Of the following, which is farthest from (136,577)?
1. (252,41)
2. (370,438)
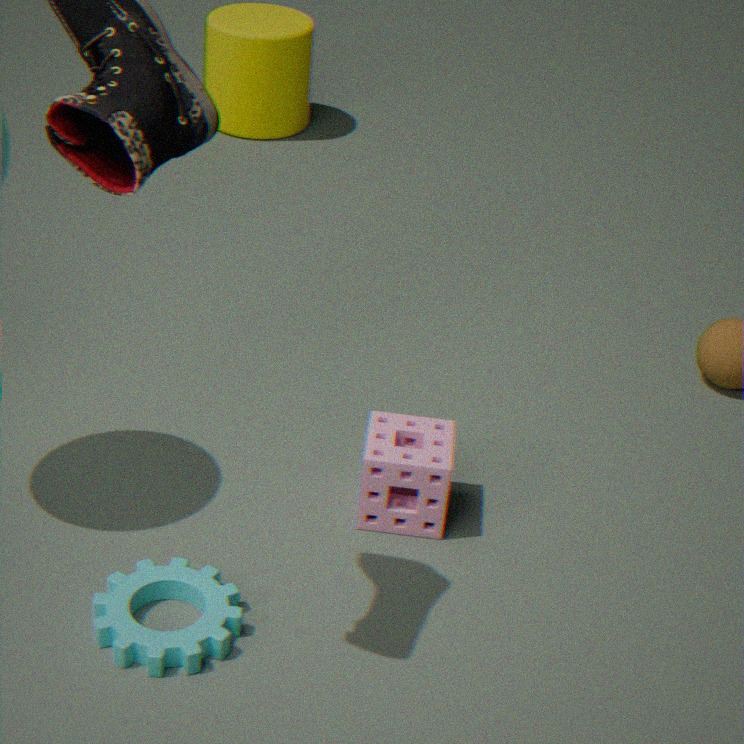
(252,41)
